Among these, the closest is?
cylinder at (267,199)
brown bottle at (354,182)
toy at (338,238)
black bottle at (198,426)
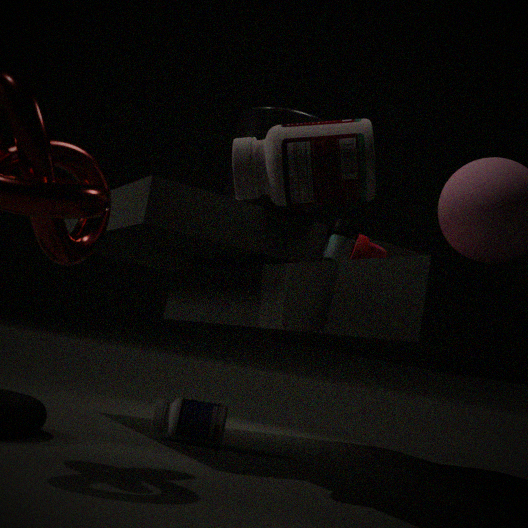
brown bottle at (354,182)
